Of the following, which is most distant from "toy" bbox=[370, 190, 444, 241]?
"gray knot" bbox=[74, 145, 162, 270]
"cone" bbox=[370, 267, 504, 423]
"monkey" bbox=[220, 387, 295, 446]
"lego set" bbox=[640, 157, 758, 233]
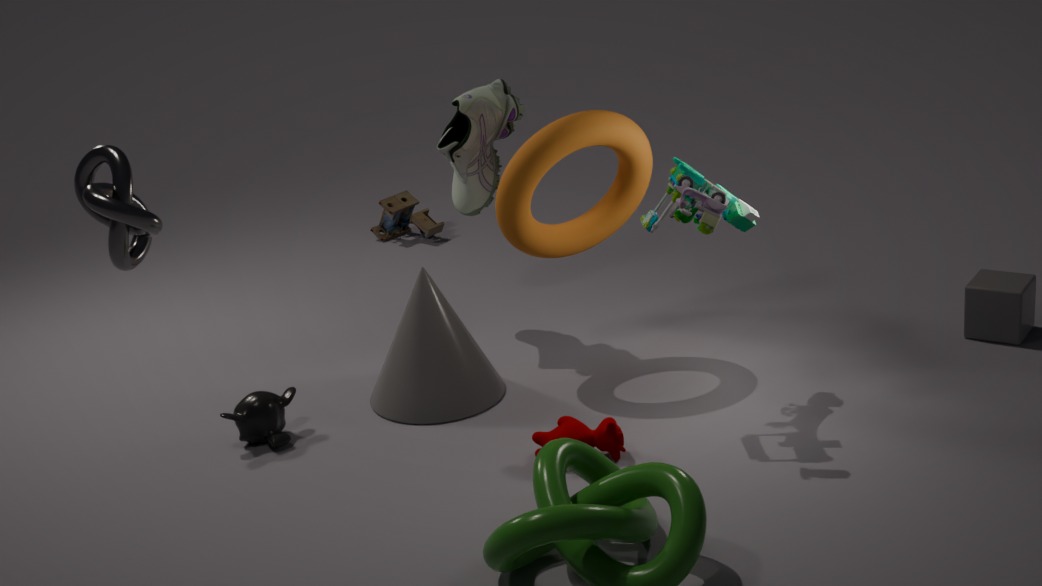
"gray knot" bbox=[74, 145, 162, 270]
